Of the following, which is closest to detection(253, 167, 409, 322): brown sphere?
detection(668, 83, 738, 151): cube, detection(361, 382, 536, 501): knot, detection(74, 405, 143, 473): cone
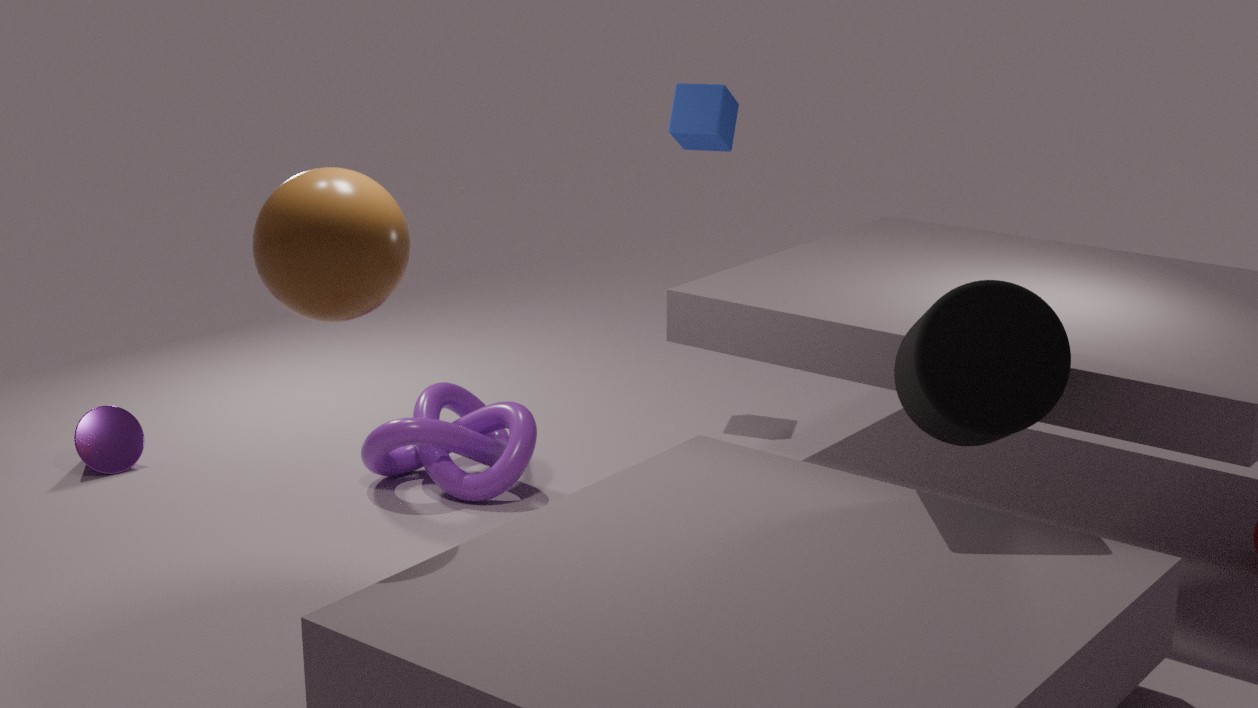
detection(361, 382, 536, 501): knot
